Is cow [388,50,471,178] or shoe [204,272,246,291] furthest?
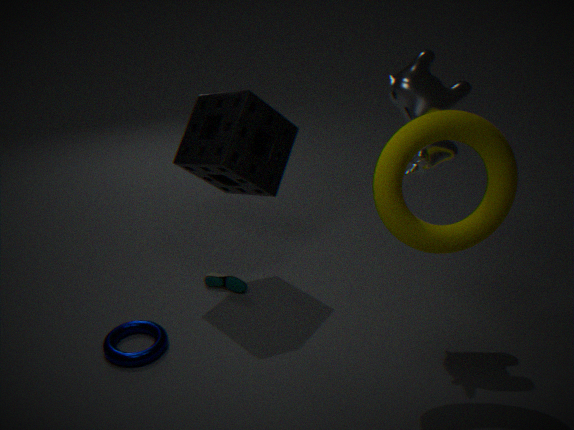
shoe [204,272,246,291]
